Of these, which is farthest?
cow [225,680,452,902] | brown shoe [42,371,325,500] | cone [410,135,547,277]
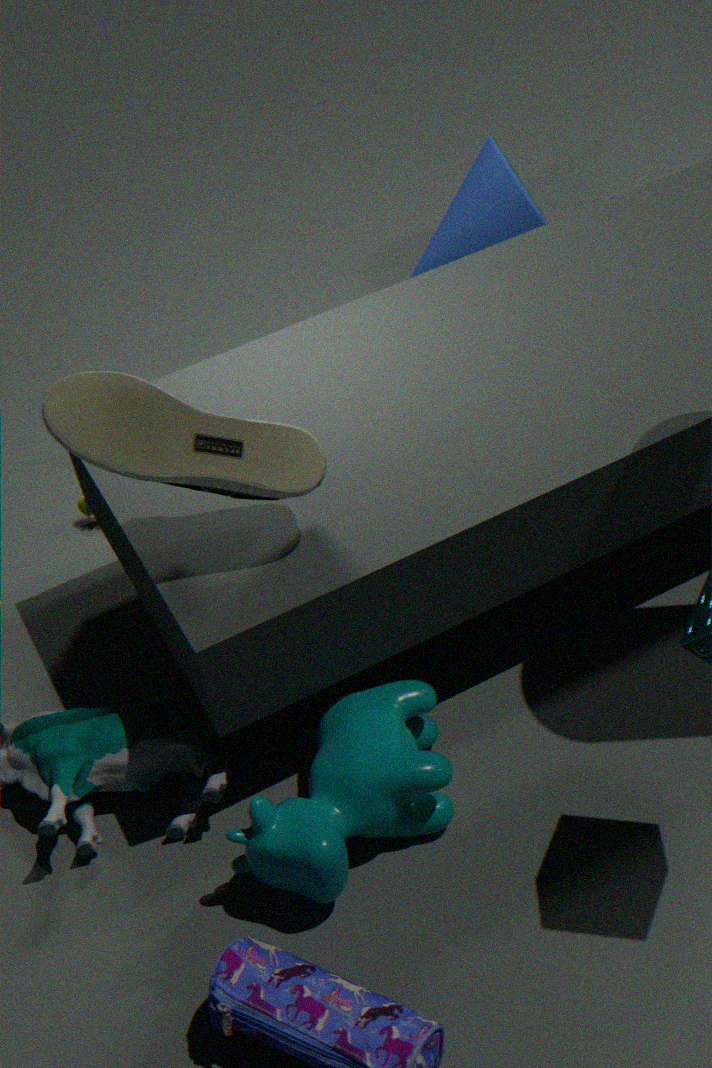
cone [410,135,547,277]
